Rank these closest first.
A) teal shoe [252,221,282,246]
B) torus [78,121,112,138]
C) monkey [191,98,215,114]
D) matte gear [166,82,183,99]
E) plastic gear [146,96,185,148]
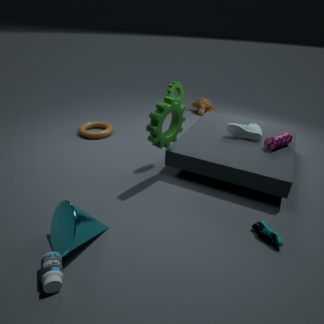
A. teal shoe [252,221,282,246], E. plastic gear [146,96,185,148], D. matte gear [166,82,183,99], B. torus [78,121,112,138], C. monkey [191,98,215,114]
